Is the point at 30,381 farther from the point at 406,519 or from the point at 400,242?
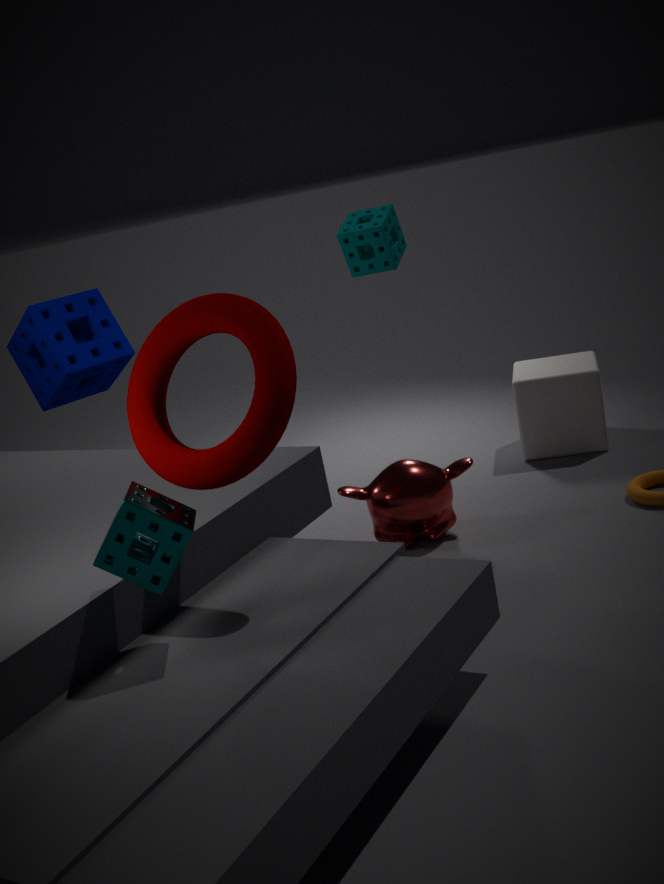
the point at 406,519
